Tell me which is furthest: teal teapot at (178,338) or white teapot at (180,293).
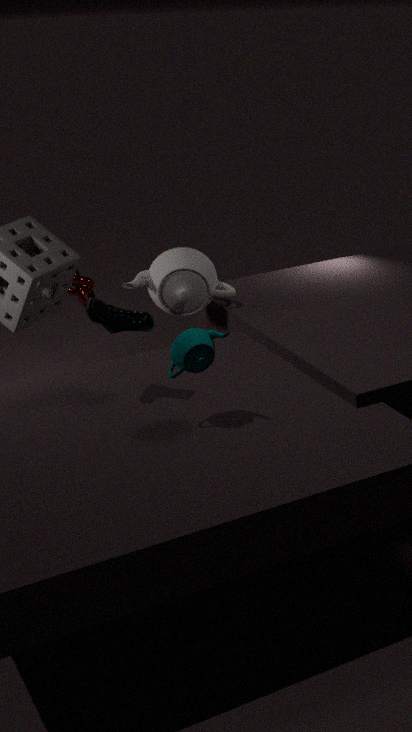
white teapot at (180,293)
